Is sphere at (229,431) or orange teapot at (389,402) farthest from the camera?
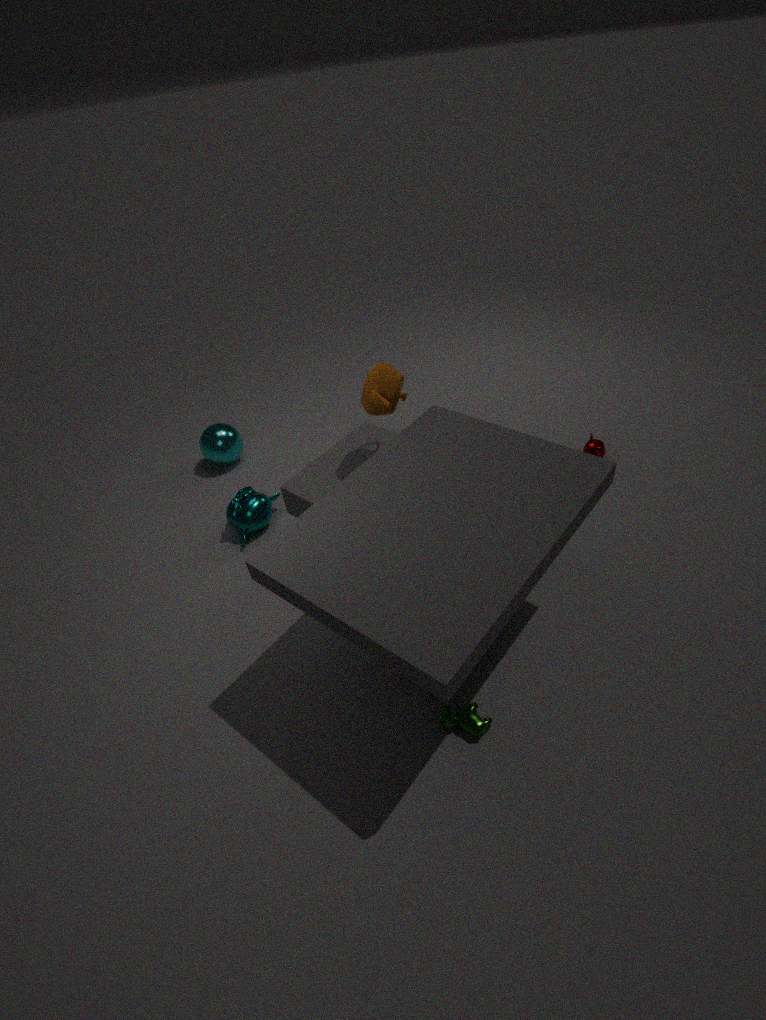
sphere at (229,431)
